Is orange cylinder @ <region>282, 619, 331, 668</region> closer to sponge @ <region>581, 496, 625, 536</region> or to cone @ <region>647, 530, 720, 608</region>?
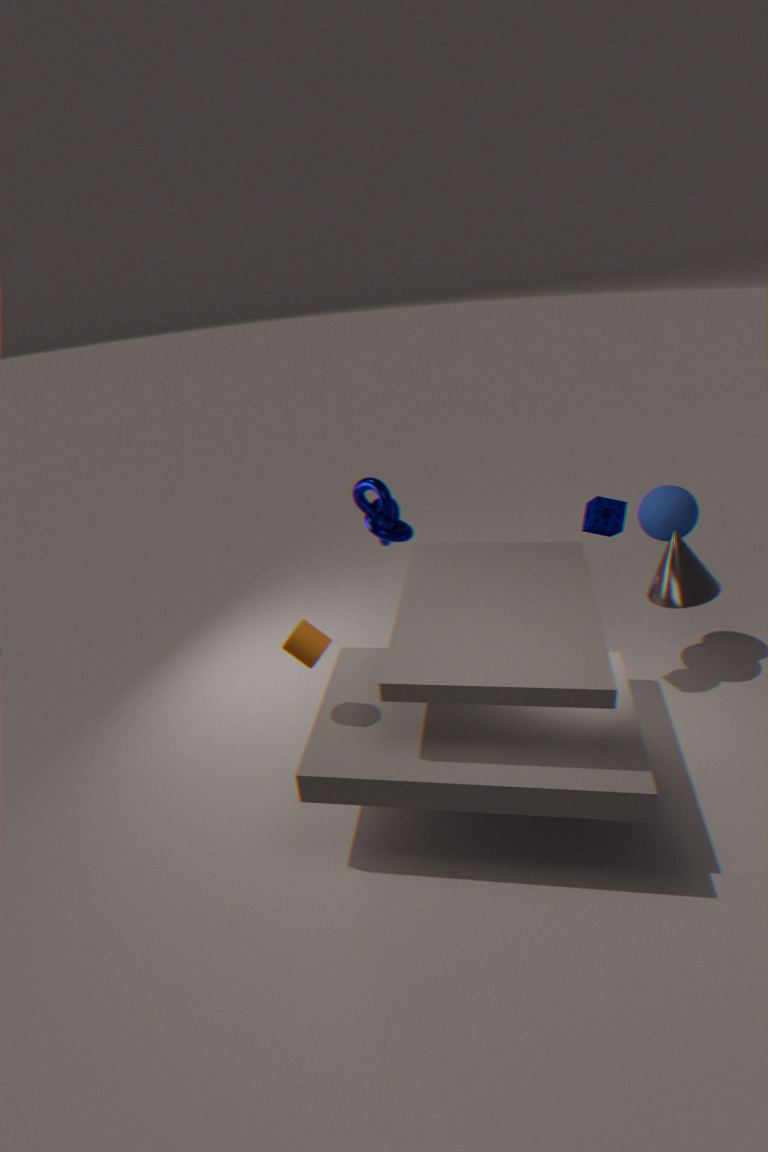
sponge @ <region>581, 496, 625, 536</region>
